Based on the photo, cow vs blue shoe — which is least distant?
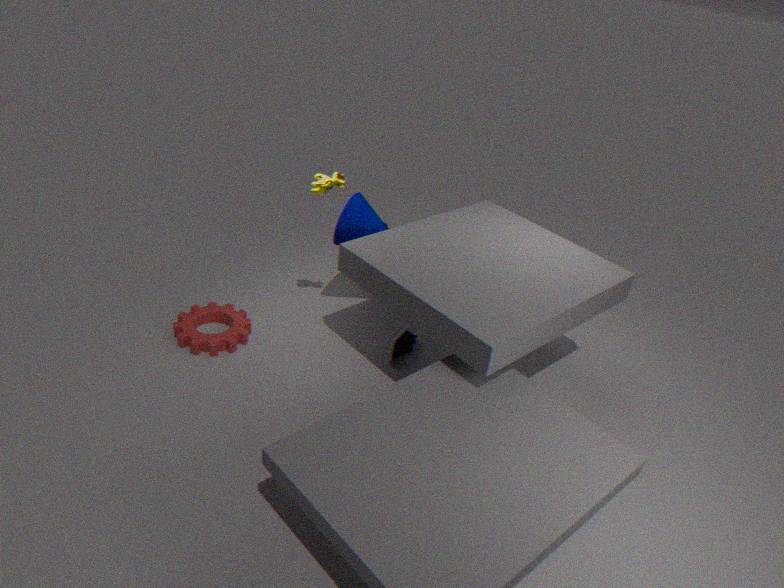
cow
